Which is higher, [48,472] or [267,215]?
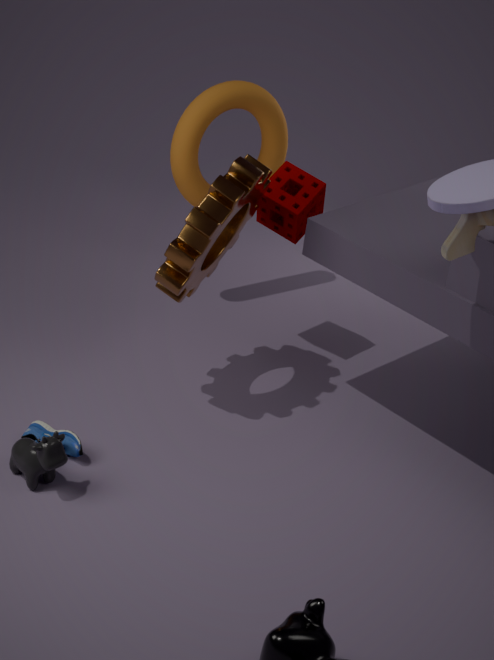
[267,215]
